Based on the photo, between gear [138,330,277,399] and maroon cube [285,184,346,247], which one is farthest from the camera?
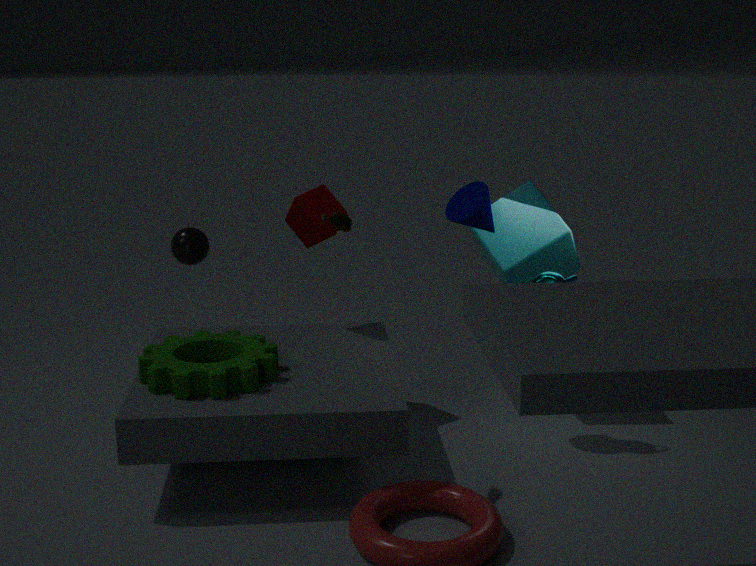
maroon cube [285,184,346,247]
